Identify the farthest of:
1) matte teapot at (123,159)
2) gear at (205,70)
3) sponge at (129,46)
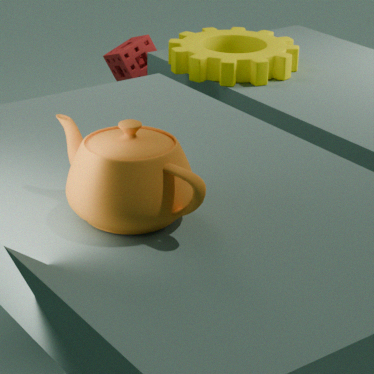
3. sponge at (129,46)
